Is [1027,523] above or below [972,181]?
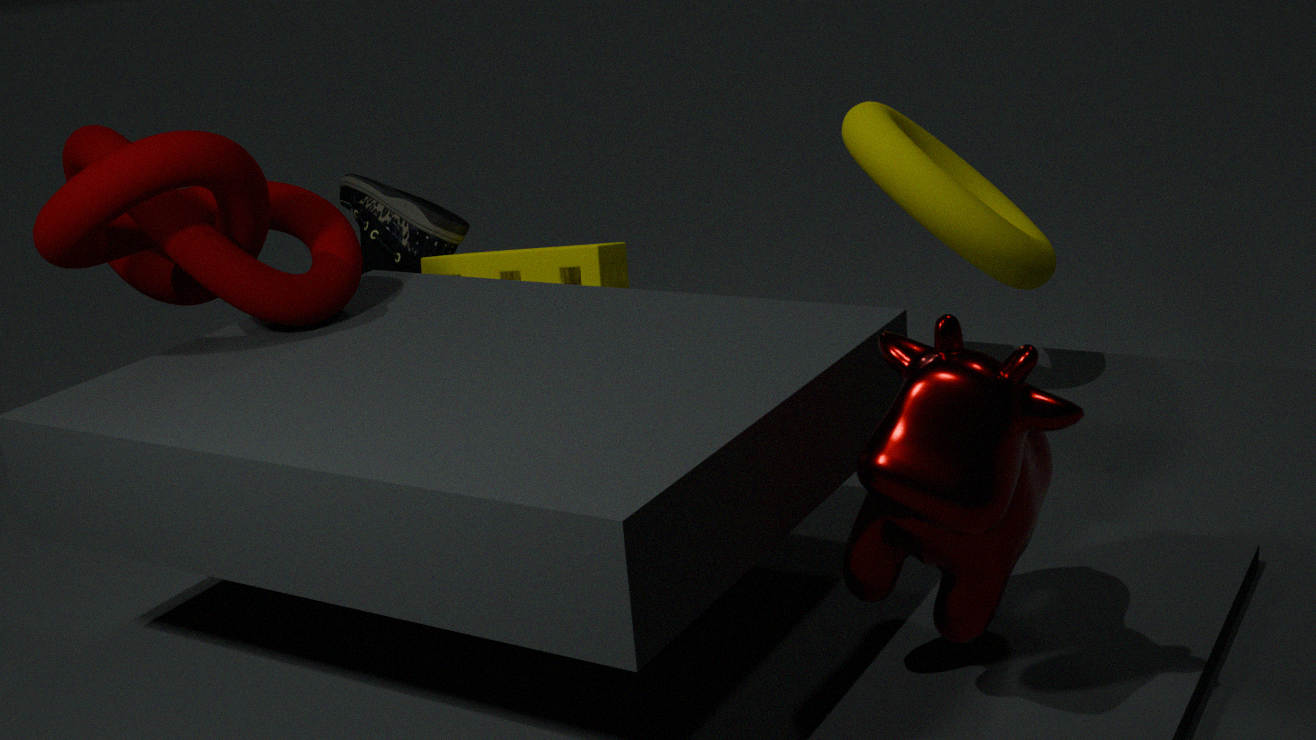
below
